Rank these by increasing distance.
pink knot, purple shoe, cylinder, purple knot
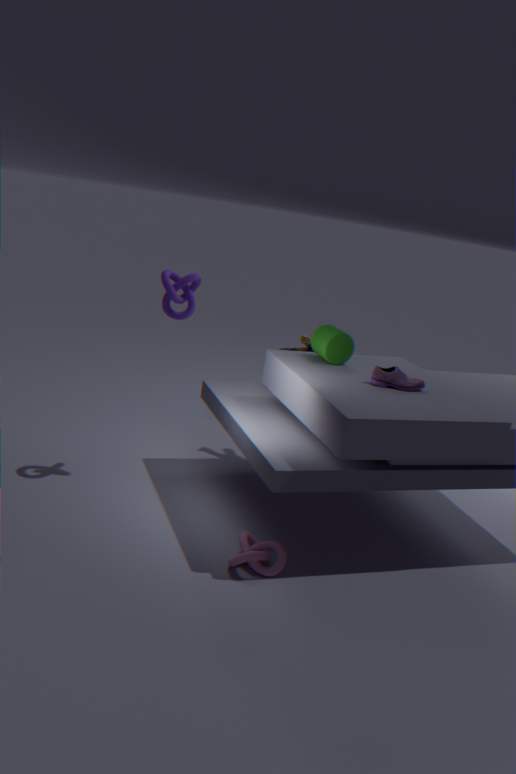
pink knot, purple shoe, purple knot, cylinder
